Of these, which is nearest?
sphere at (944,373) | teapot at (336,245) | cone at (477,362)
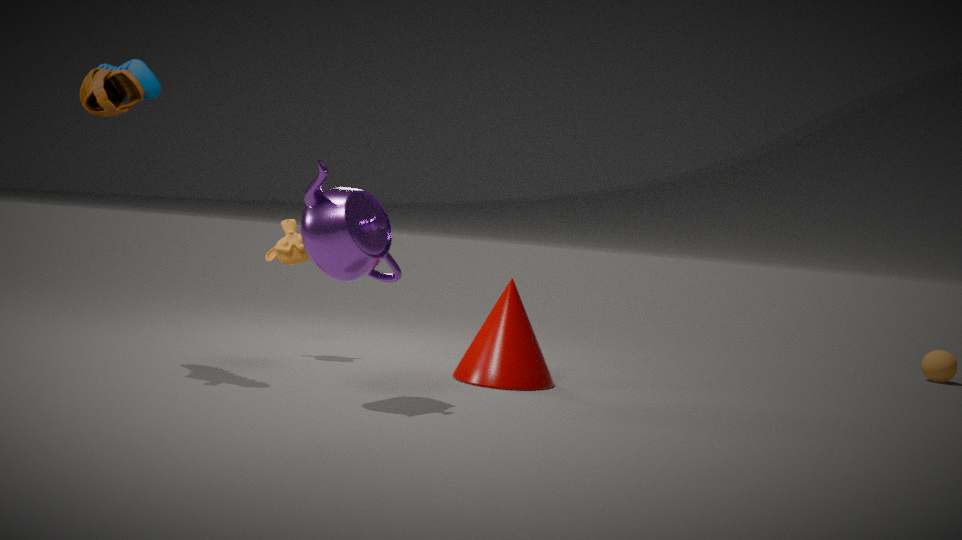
teapot at (336,245)
